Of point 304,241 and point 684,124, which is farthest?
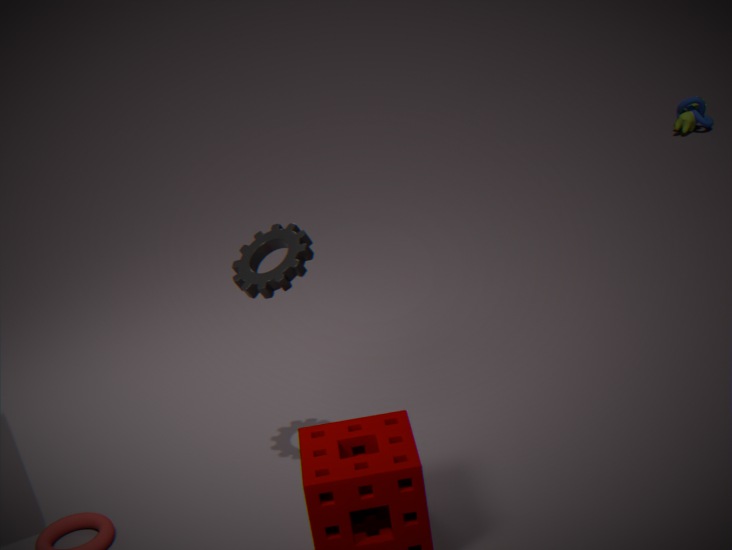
point 684,124
